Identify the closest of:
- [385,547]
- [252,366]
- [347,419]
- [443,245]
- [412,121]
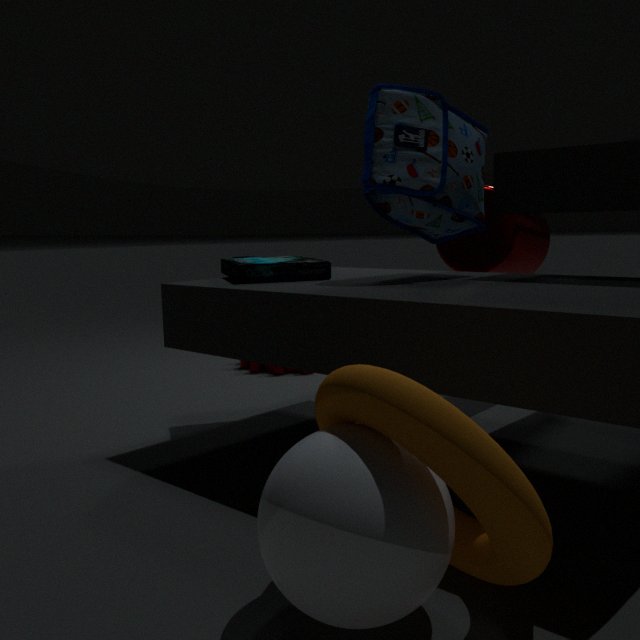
[385,547]
